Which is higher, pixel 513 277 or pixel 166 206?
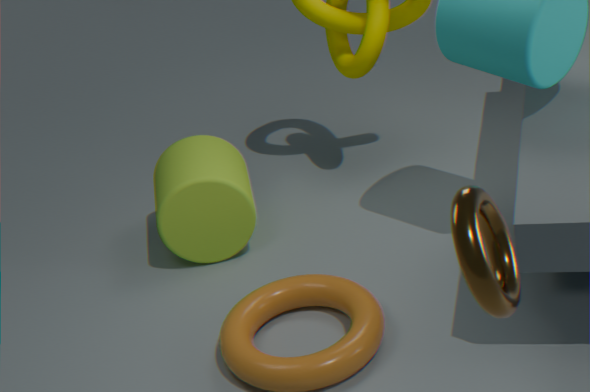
pixel 513 277
